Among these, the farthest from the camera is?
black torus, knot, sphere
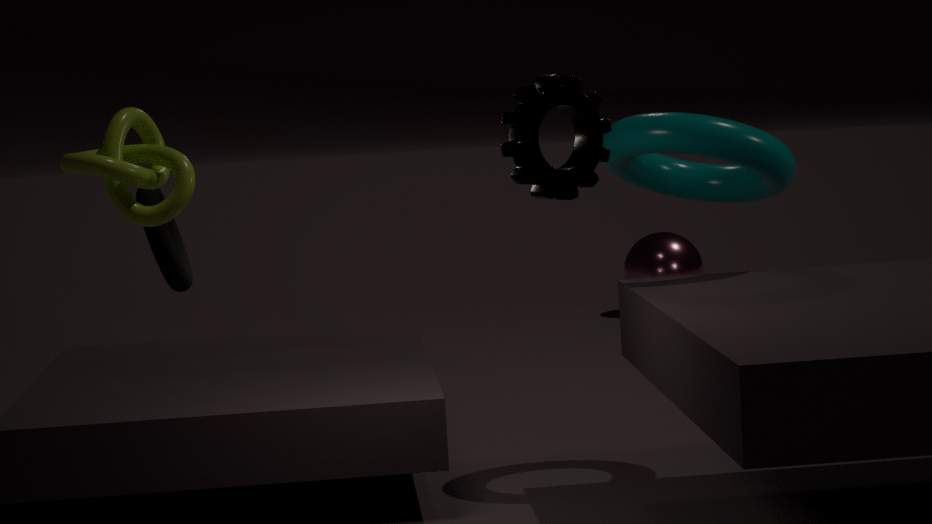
sphere
